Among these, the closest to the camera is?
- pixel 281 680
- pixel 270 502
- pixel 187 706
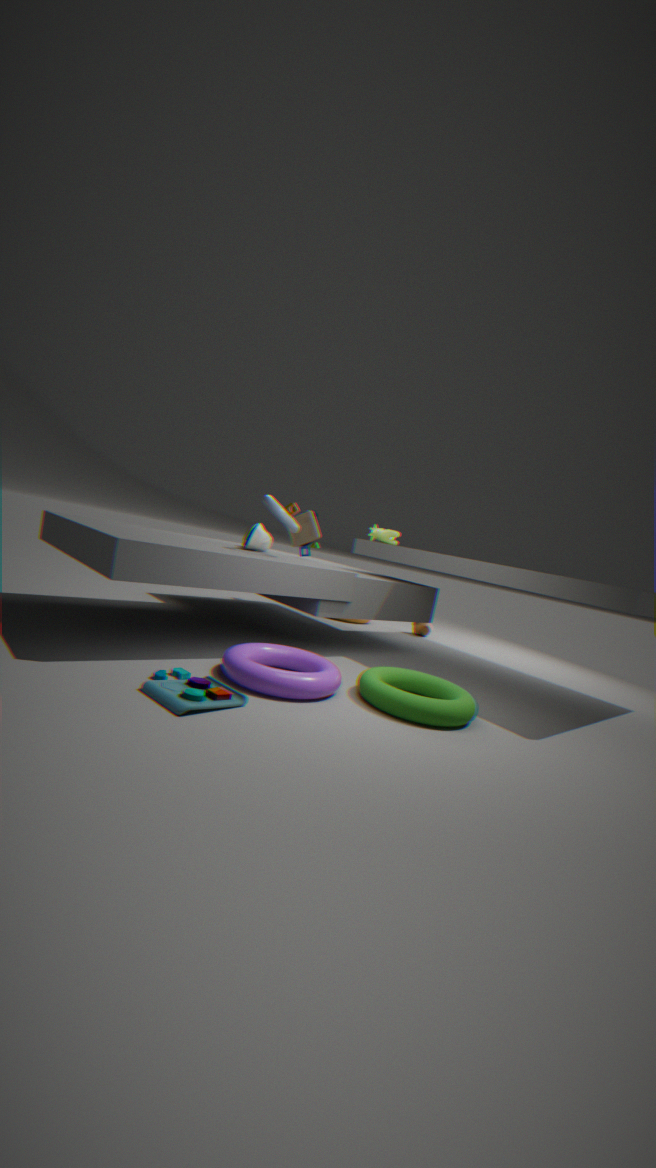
pixel 187 706
